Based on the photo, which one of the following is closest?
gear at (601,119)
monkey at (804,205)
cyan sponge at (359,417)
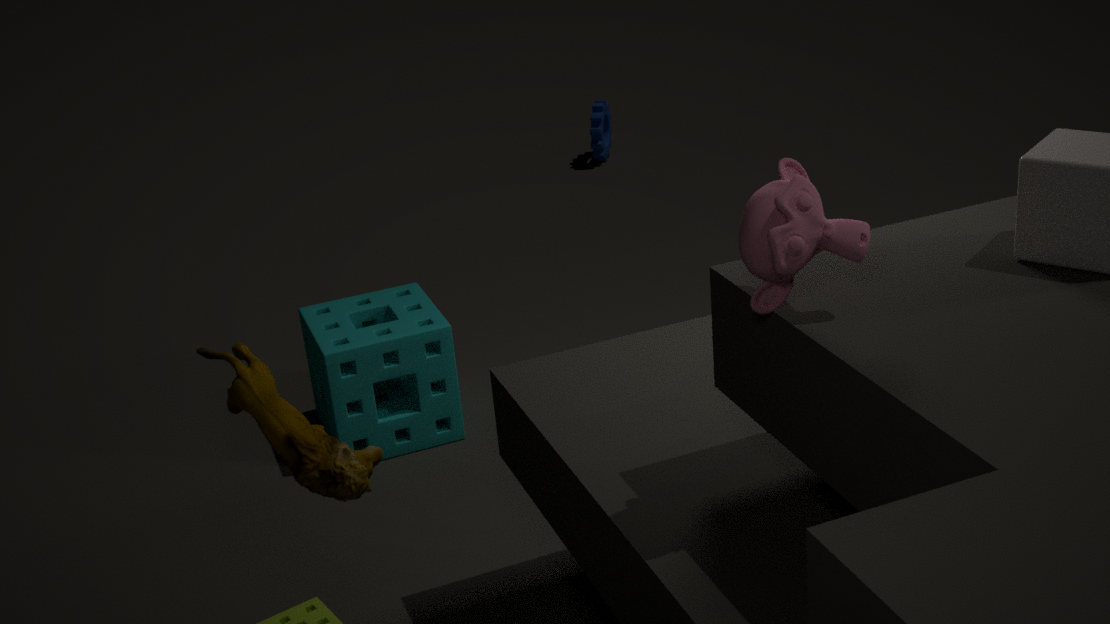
monkey at (804,205)
